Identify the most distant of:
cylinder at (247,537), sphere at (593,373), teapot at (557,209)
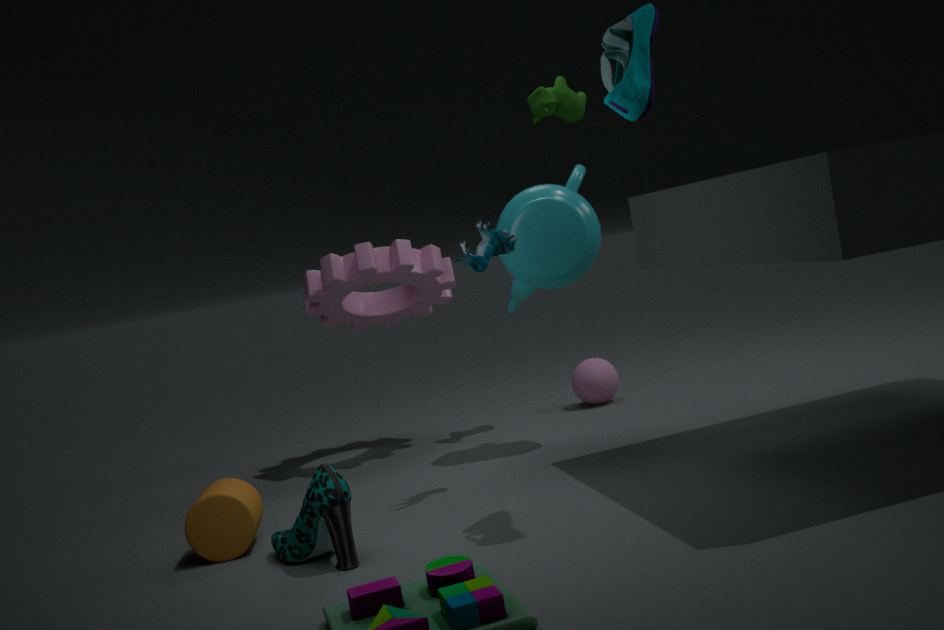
sphere at (593,373)
